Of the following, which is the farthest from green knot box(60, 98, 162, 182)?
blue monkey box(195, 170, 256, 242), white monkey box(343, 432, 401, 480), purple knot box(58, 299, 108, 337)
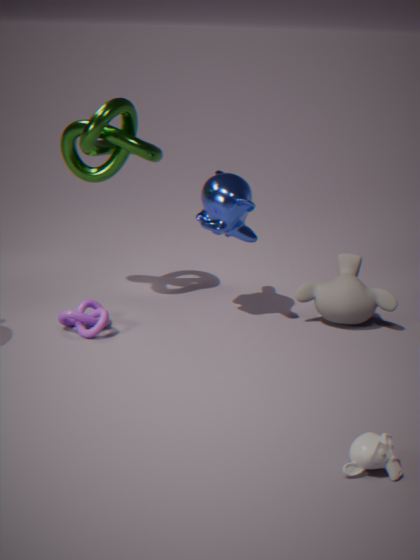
white monkey box(343, 432, 401, 480)
